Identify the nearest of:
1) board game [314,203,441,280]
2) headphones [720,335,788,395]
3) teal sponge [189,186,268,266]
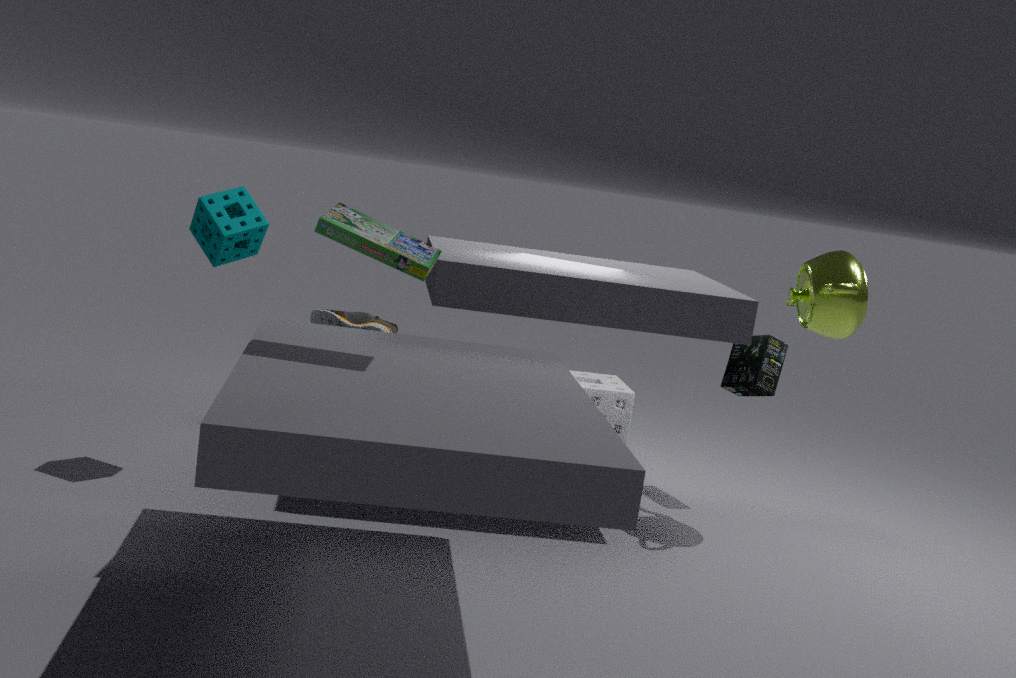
1. board game [314,203,441,280]
